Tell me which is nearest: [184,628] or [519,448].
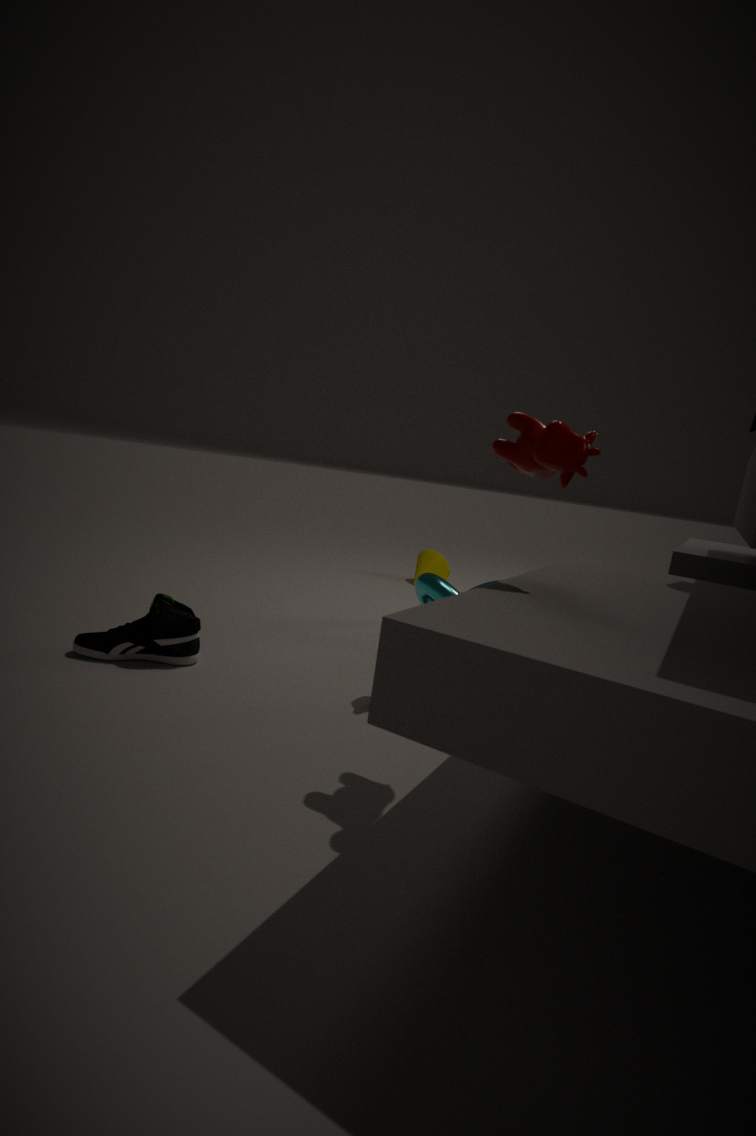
[519,448]
